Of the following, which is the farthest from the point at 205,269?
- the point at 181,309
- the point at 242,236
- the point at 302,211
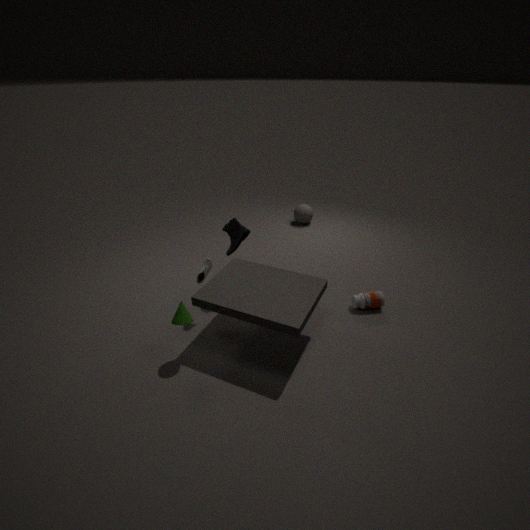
the point at 302,211
